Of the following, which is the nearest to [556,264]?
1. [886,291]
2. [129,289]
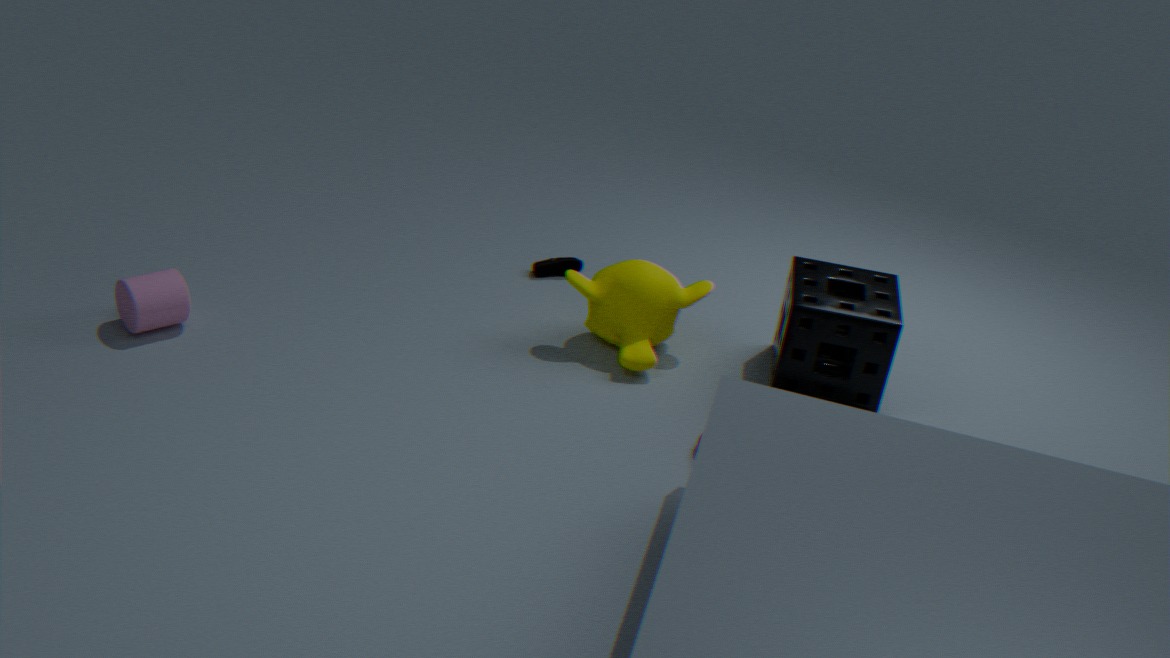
[886,291]
